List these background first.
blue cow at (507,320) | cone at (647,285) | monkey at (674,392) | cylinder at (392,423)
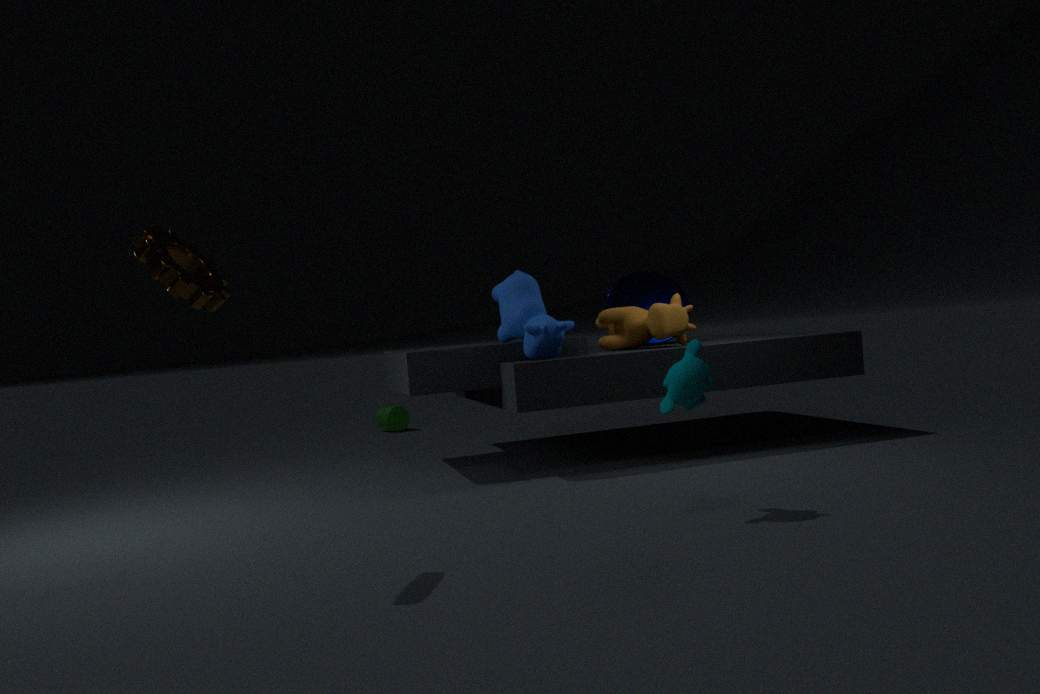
cylinder at (392,423)
cone at (647,285)
blue cow at (507,320)
monkey at (674,392)
